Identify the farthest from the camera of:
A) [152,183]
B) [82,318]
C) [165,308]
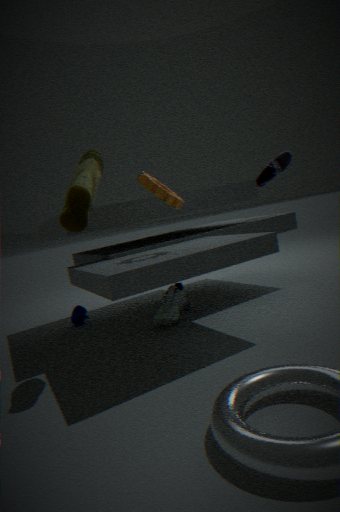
[82,318]
